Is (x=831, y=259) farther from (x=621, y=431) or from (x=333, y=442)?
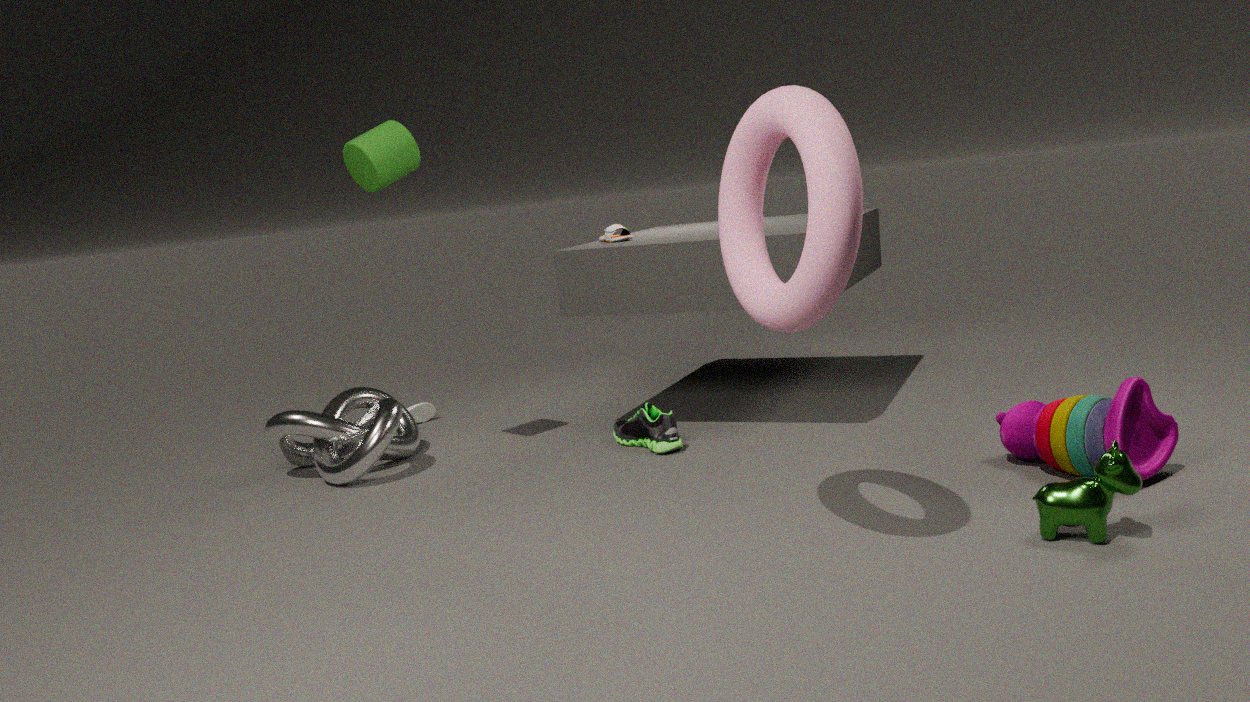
(x=333, y=442)
